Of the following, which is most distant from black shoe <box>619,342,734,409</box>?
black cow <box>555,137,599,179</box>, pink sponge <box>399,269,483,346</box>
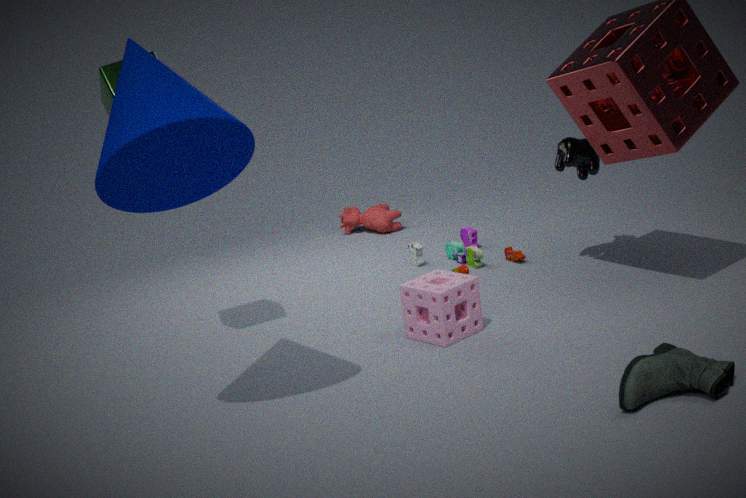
black cow <box>555,137,599,179</box>
